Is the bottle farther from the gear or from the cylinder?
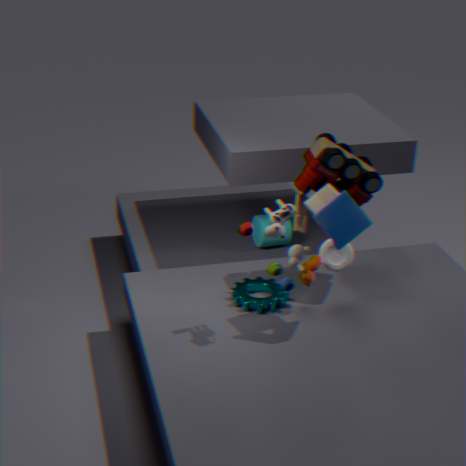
the cylinder
